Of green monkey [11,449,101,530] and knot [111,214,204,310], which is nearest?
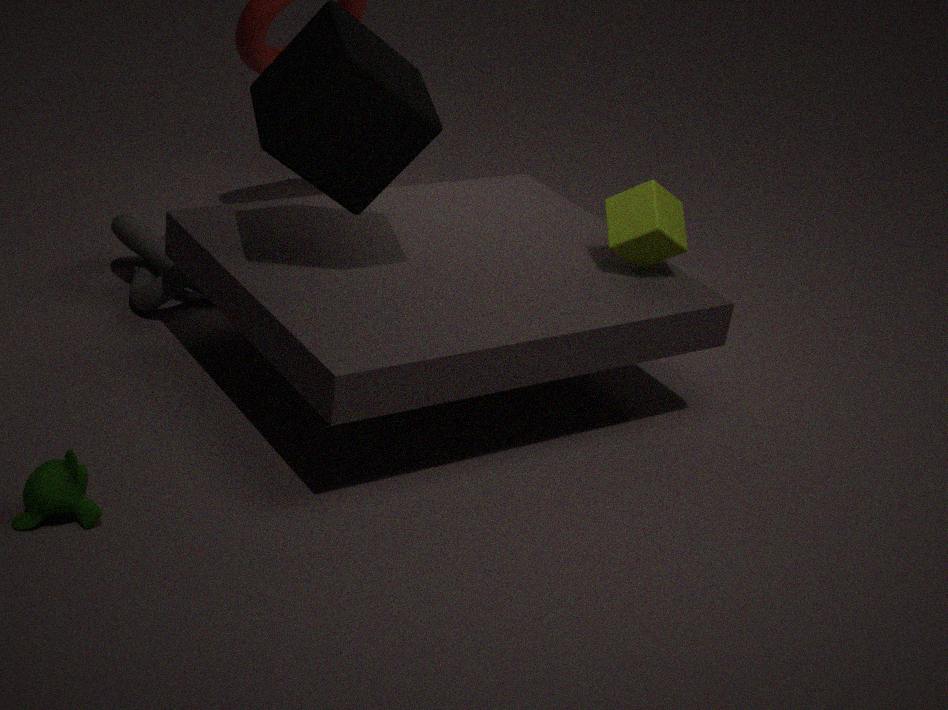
green monkey [11,449,101,530]
